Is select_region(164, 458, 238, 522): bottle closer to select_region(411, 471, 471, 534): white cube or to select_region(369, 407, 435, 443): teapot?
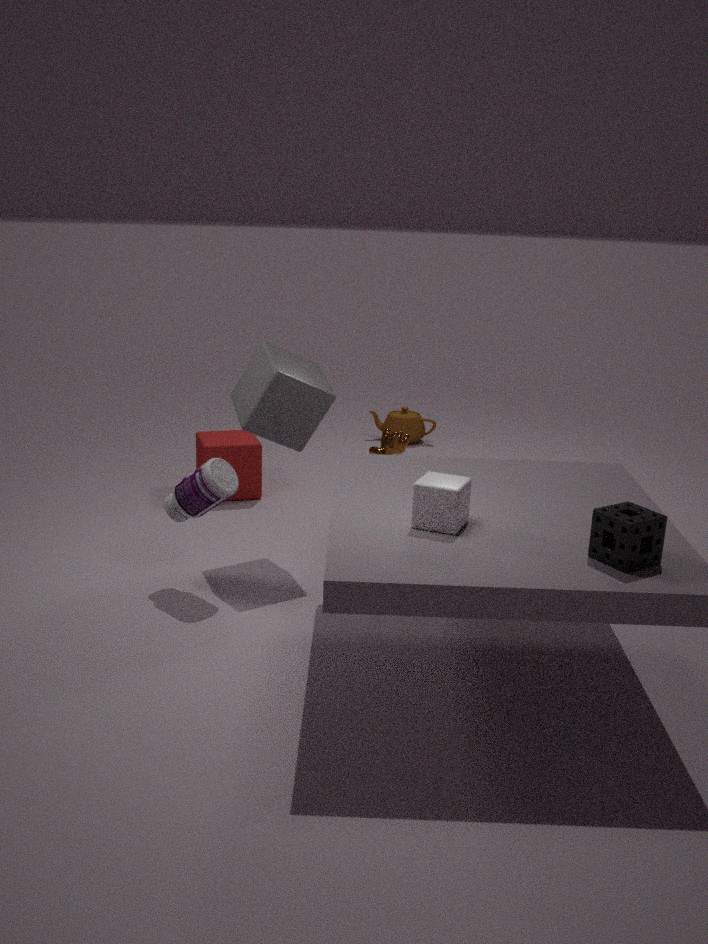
select_region(411, 471, 471, 534): white cube
